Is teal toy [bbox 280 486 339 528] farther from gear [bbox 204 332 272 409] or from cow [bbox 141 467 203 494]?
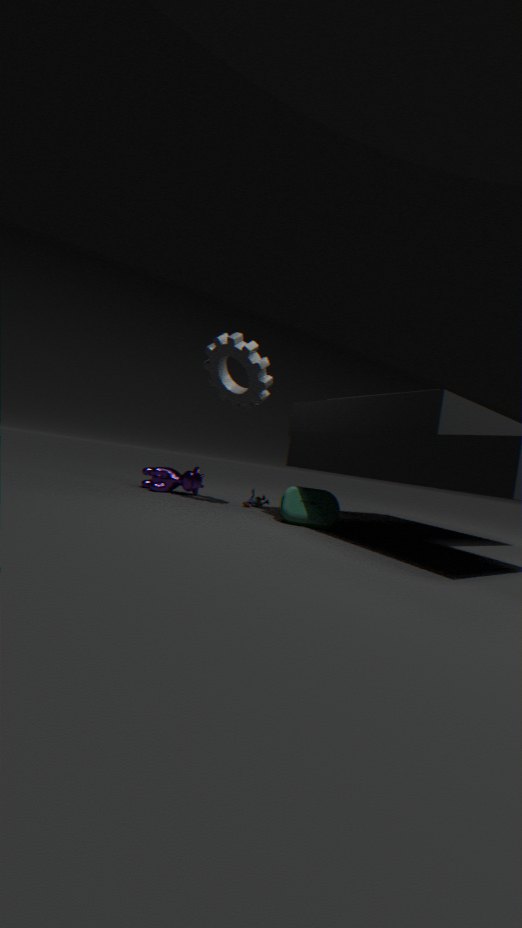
cow [bbox 141 467 203 494]
